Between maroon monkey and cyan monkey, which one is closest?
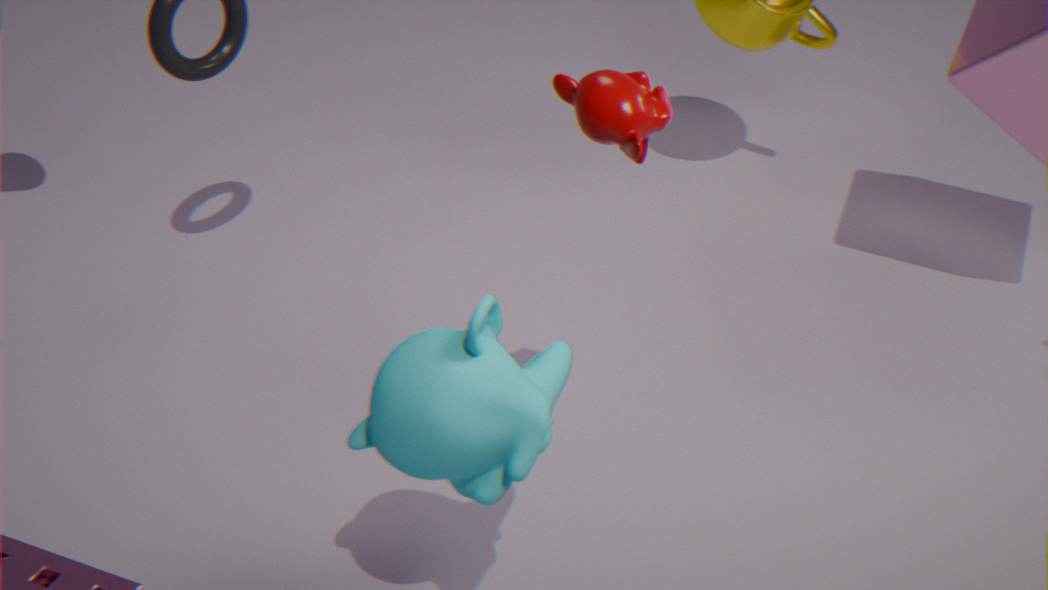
cyan monkey
